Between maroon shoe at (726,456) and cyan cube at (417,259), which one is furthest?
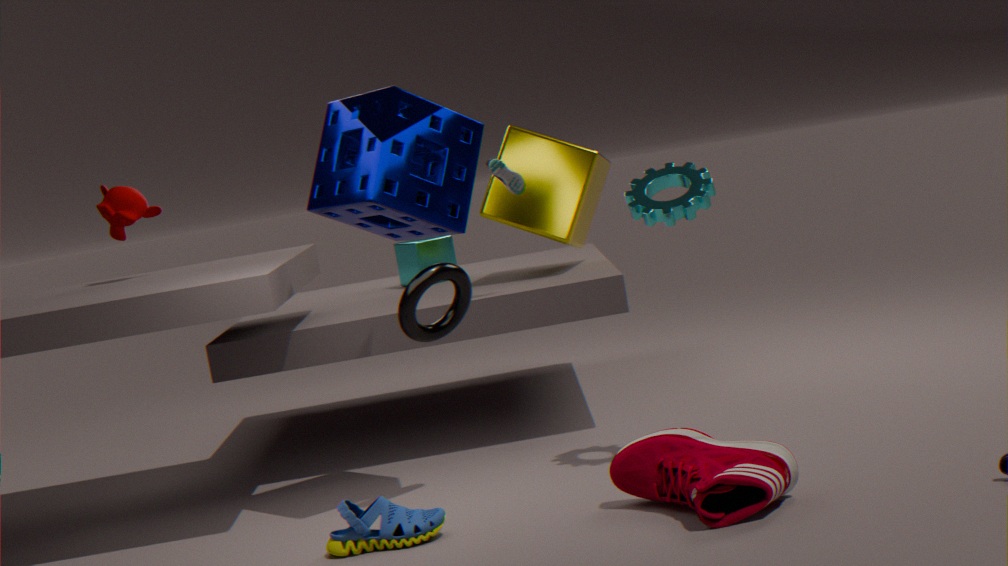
cyan cube at (417,259)
